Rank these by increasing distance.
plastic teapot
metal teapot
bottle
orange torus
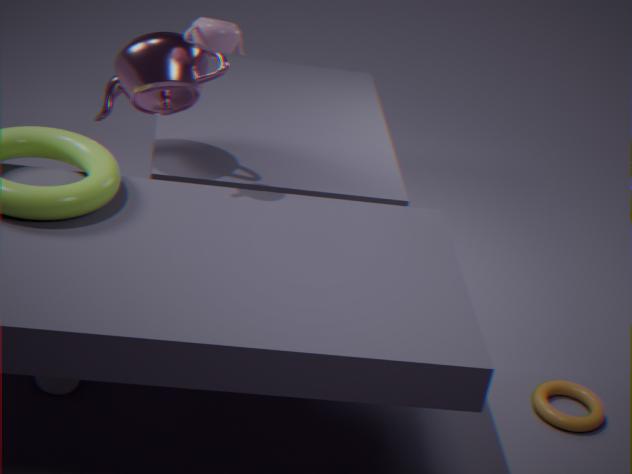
plastic teapot
bottle
metal teapot
orange torus
